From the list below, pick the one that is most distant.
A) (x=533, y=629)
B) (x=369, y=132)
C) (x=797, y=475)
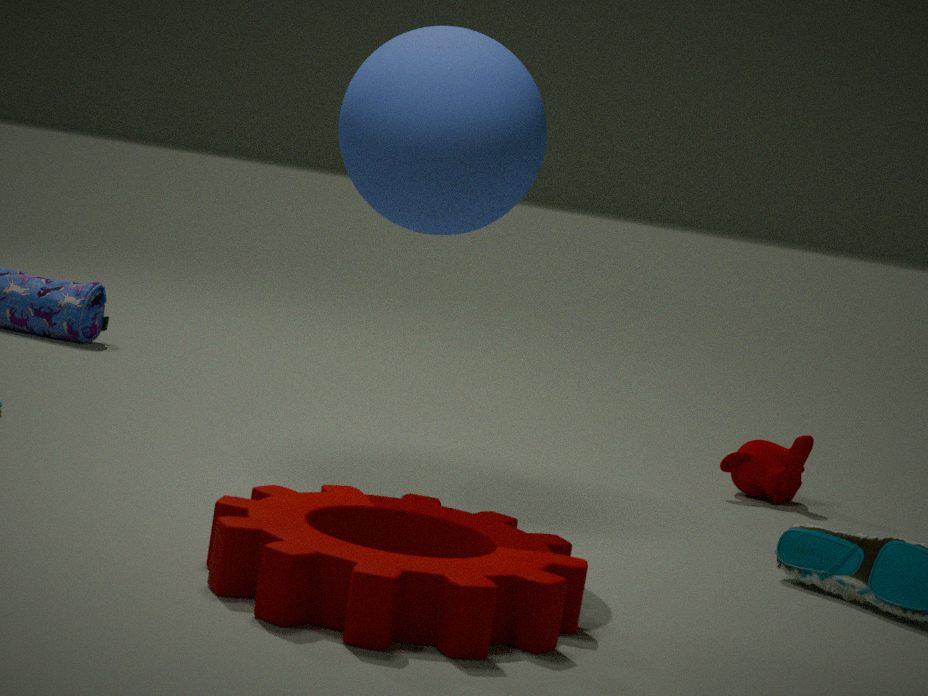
C. (x=797, y=475)
